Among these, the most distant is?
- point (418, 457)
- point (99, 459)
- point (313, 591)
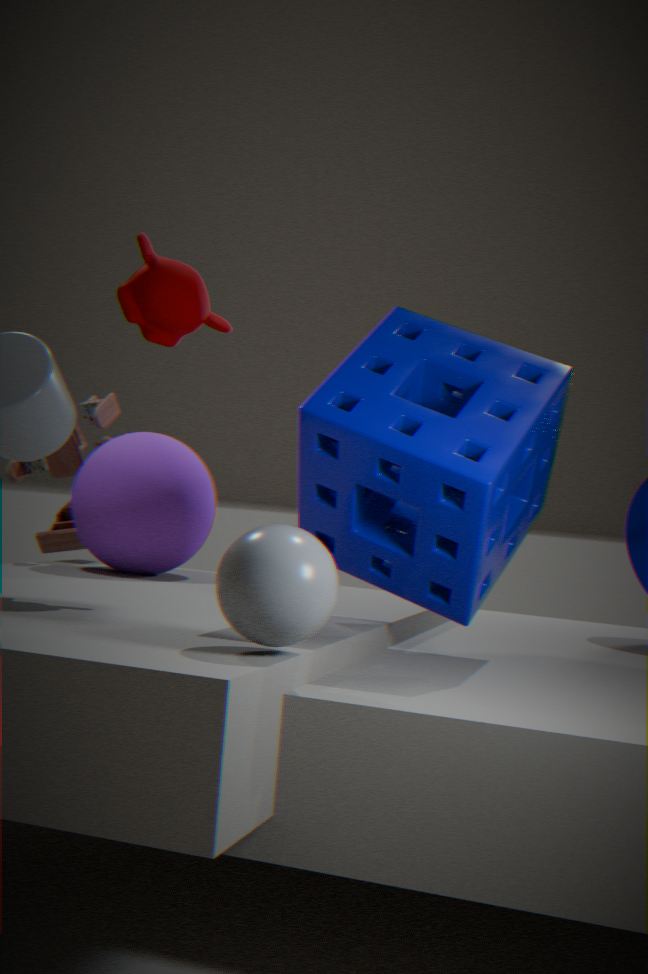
point (99, 459)
